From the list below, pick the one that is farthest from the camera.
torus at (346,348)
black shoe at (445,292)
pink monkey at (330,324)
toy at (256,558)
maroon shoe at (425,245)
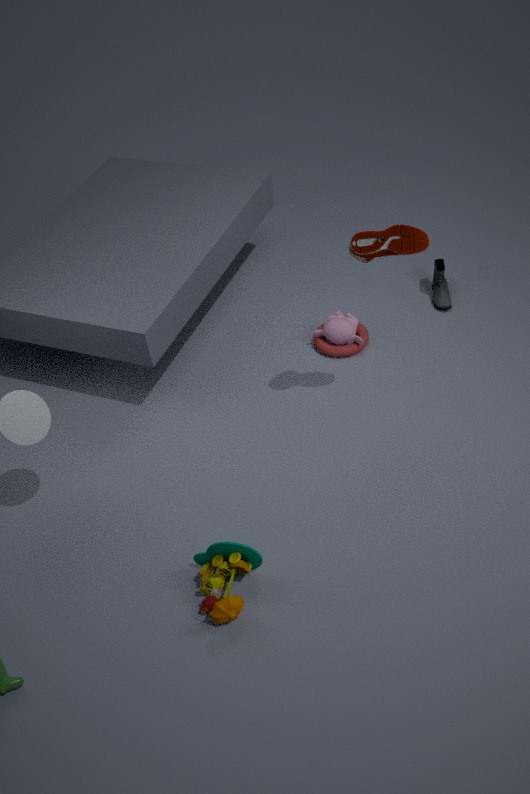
black shoe at (445,292)
